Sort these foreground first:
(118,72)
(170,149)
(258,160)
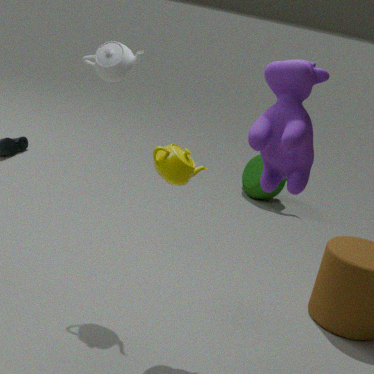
1. (170,149)
2. (118,72)
3. (258,160)
